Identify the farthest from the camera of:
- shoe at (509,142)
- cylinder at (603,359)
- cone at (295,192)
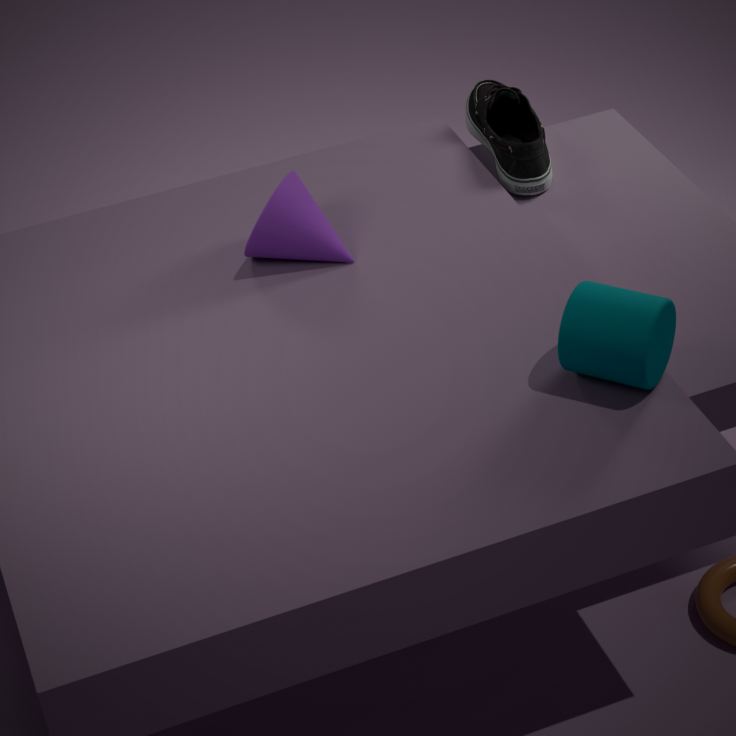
shoe at (509,142)
